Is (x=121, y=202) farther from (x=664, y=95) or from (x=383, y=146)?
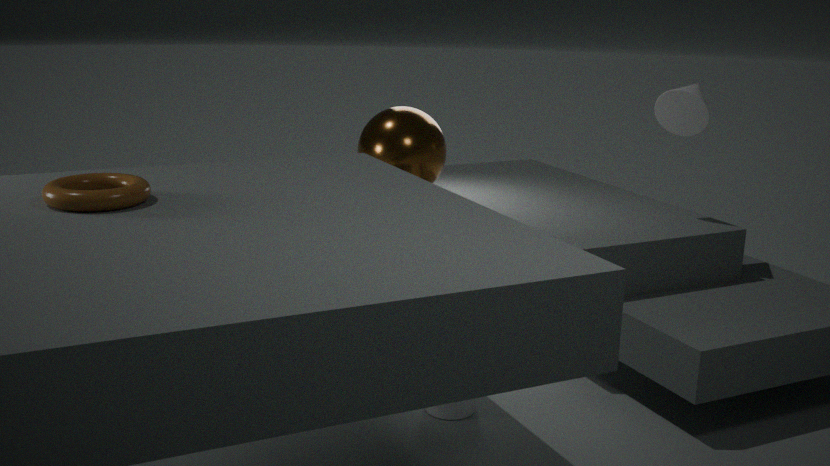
(x=664, y=95)
